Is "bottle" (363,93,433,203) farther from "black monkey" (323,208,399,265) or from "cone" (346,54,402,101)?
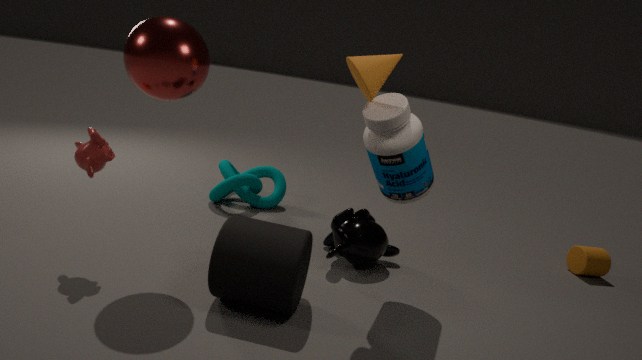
"black monkey" (323,208,399,265)
